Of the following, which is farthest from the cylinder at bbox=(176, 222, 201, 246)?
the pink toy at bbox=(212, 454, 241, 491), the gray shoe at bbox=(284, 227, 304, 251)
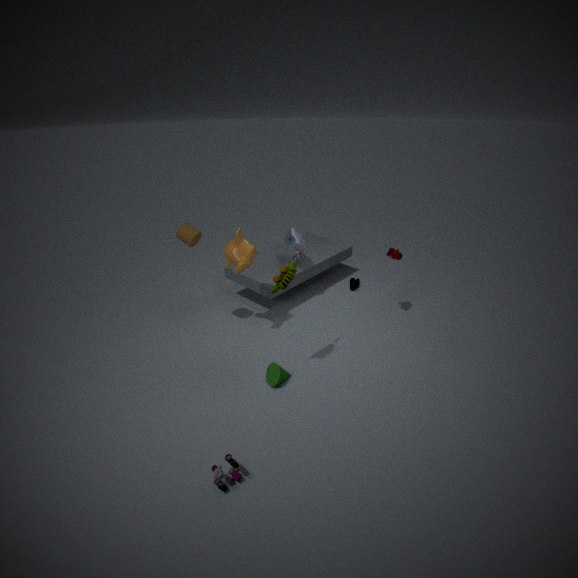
the pink toy at bbox=(212, 454, 241, 491)
